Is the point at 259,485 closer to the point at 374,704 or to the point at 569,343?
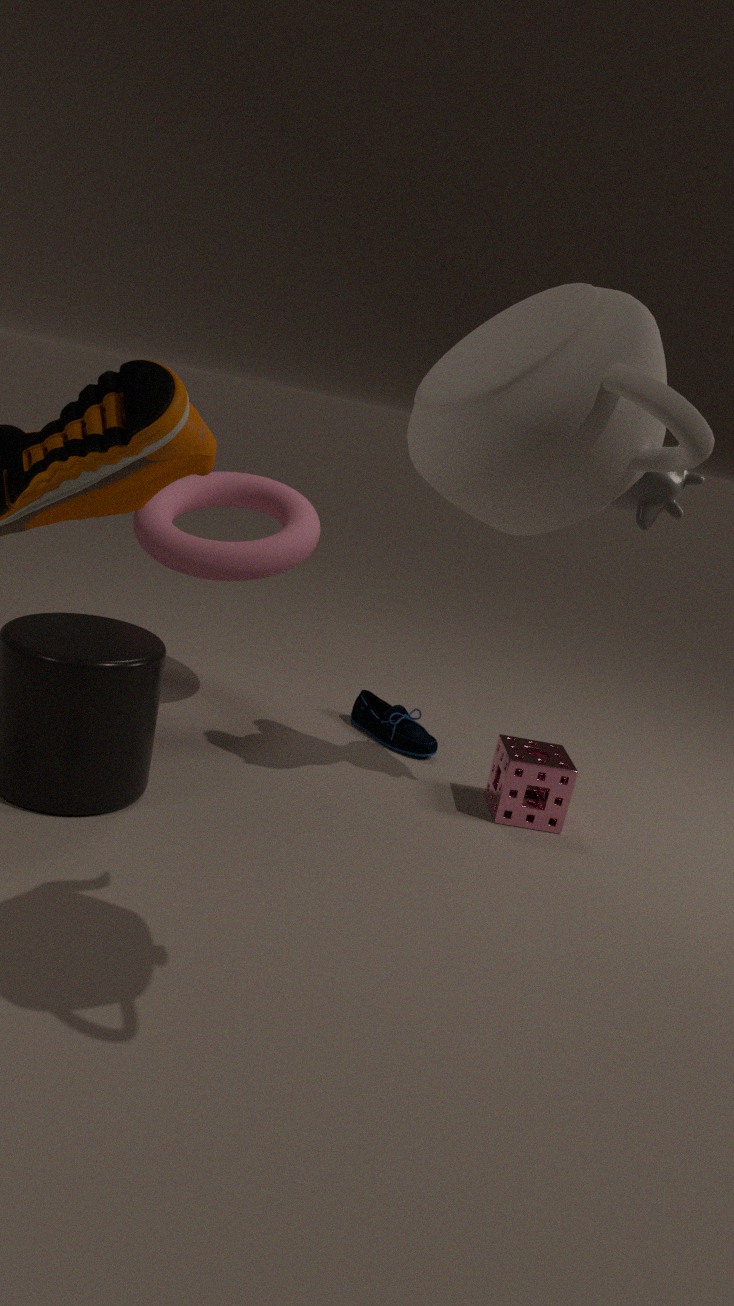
the point at 374,704
